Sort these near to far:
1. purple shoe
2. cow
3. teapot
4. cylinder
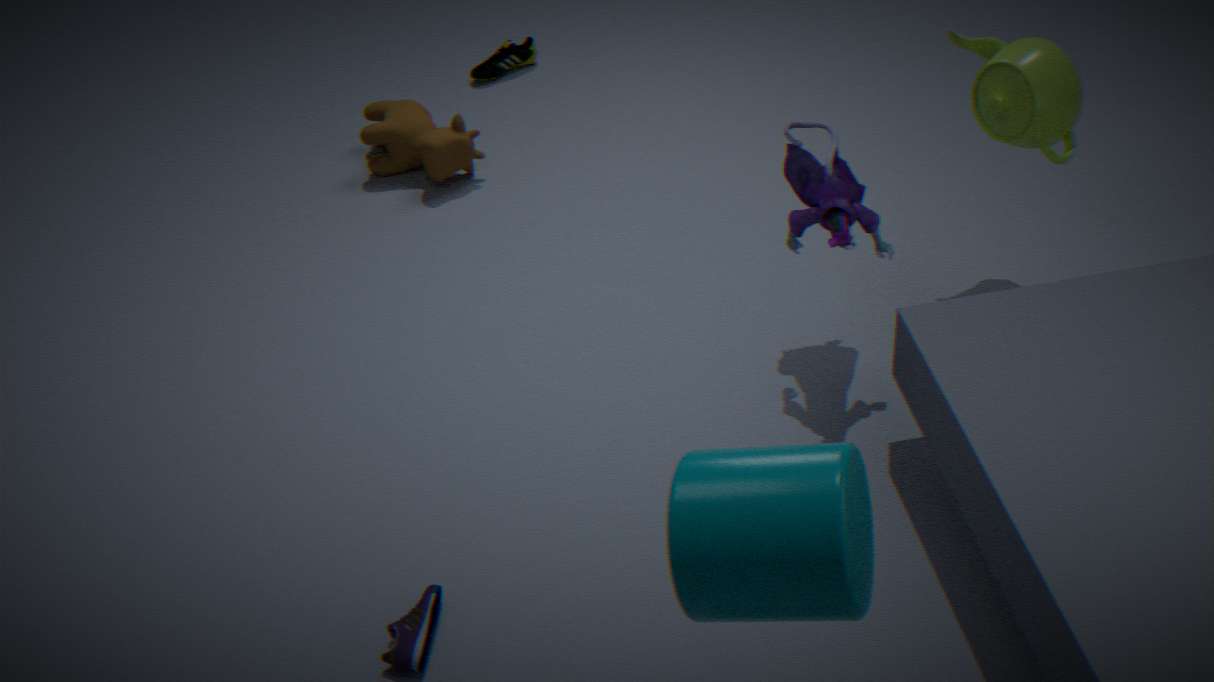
cylinder < purple shoe < teapot < cow
